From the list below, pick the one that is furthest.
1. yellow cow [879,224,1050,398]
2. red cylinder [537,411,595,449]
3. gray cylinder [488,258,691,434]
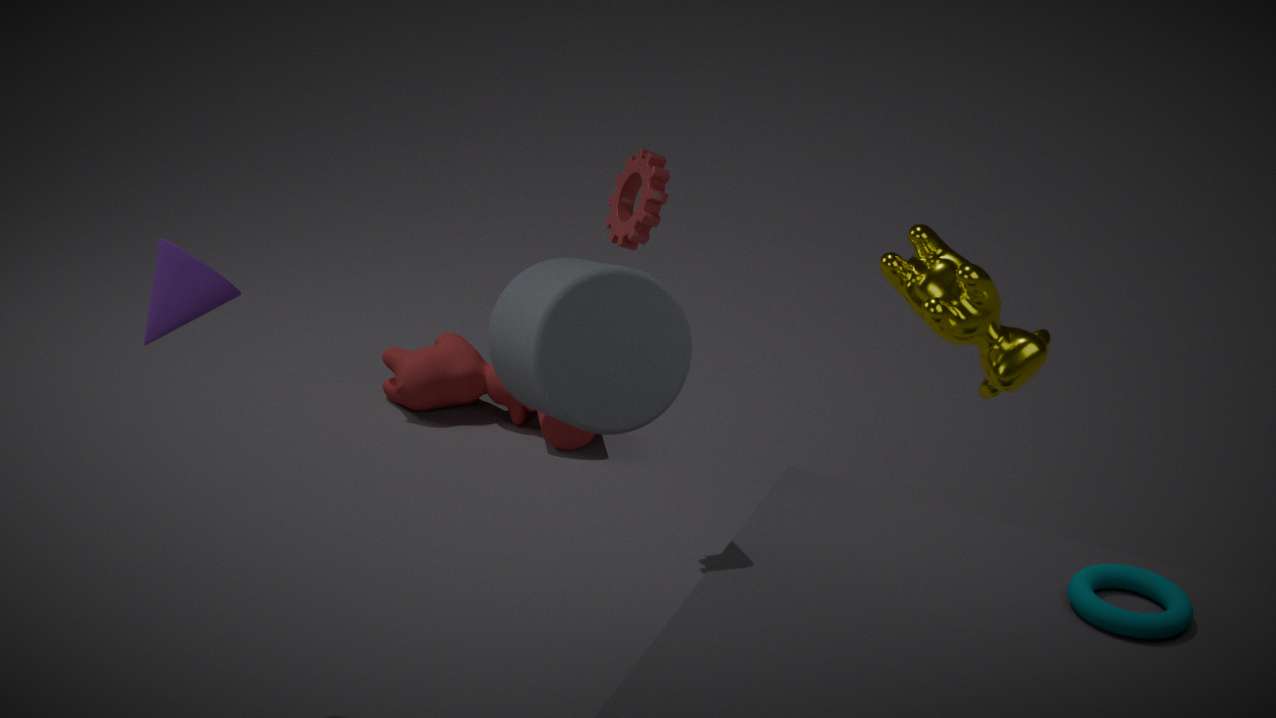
red cylinder [537,411,595,449]
